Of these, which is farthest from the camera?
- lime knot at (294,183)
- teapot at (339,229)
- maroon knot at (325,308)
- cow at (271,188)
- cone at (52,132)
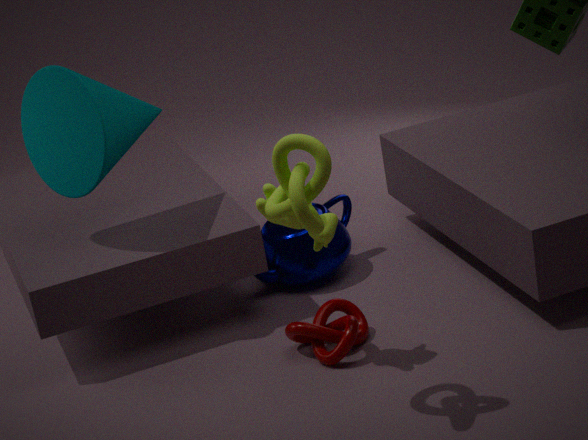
teapot at (339,229)
